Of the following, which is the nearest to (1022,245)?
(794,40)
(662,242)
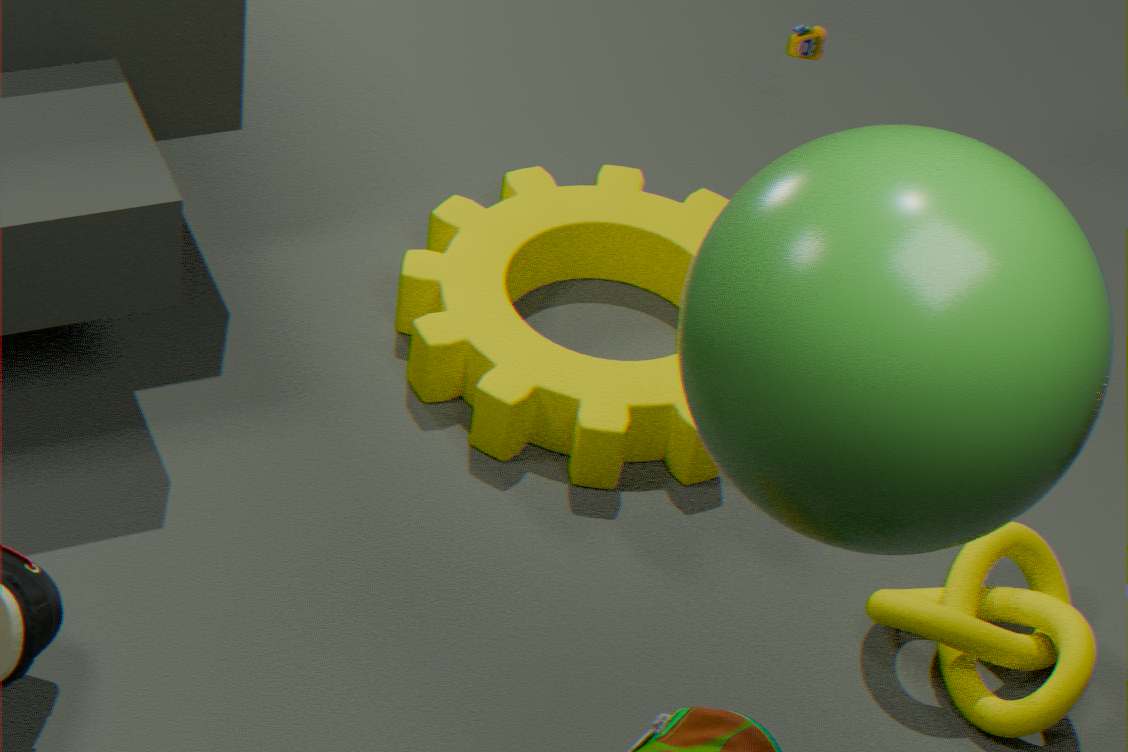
Answer: (662,242)
